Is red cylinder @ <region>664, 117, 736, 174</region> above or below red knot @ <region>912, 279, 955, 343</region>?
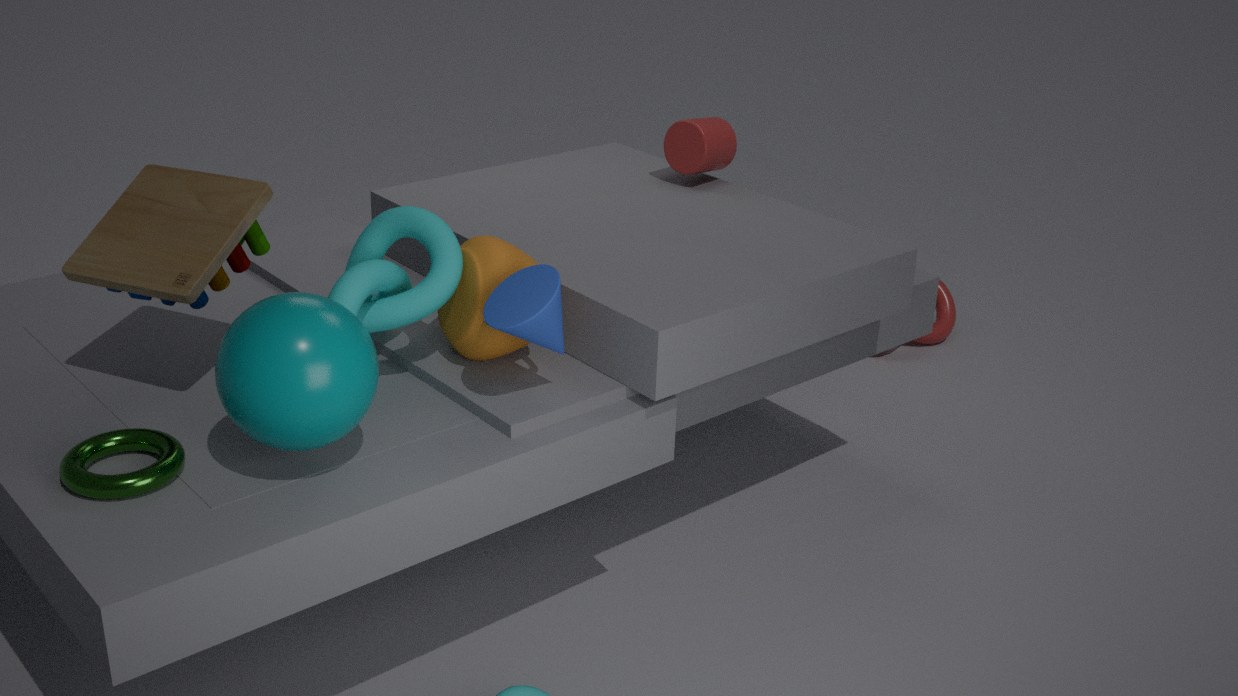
above
